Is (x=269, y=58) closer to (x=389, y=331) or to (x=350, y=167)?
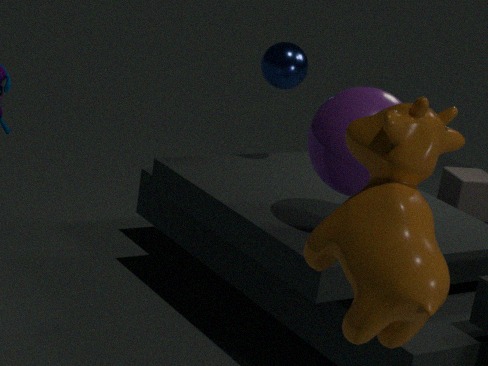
(x=350, y=167)
